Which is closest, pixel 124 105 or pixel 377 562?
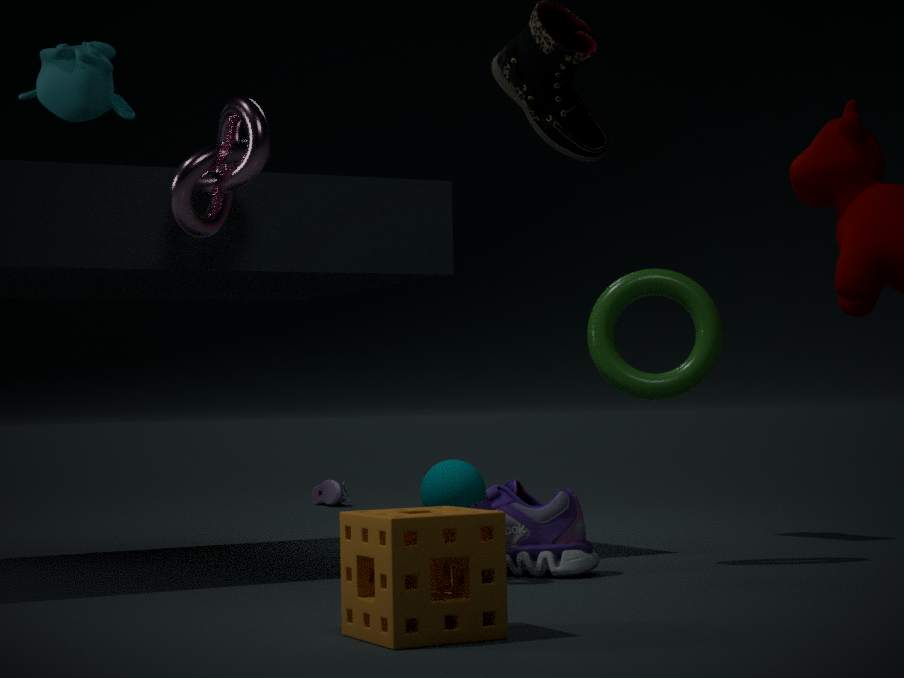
pixel 377 562
